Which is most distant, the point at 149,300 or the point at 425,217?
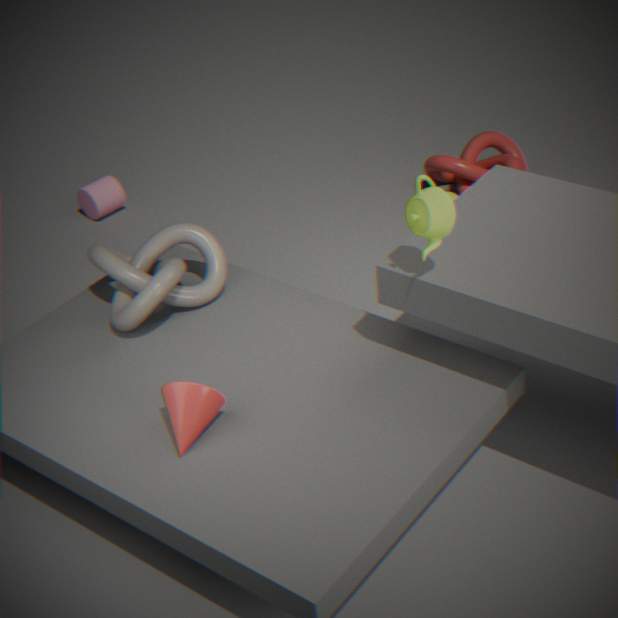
the point at 149,300
